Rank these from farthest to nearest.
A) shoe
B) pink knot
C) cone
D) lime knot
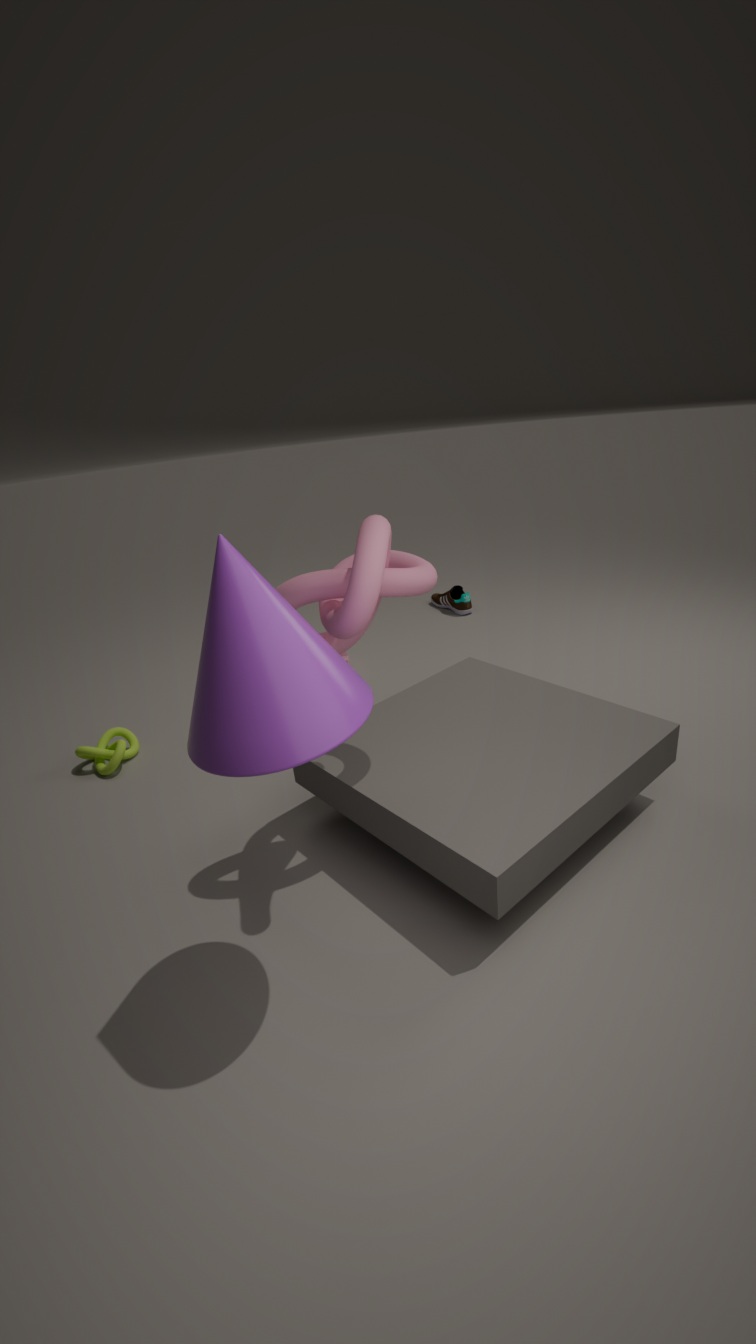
shoe → lime knot → pink knot → cone
